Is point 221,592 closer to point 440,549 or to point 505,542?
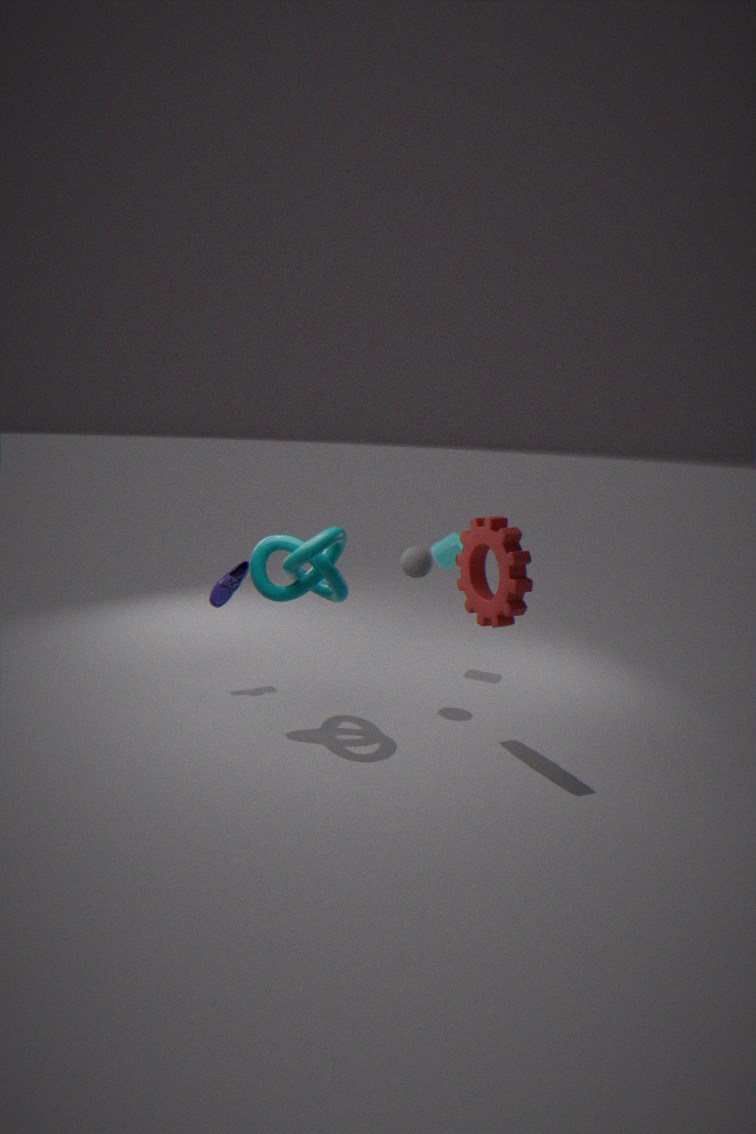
point 440,549
